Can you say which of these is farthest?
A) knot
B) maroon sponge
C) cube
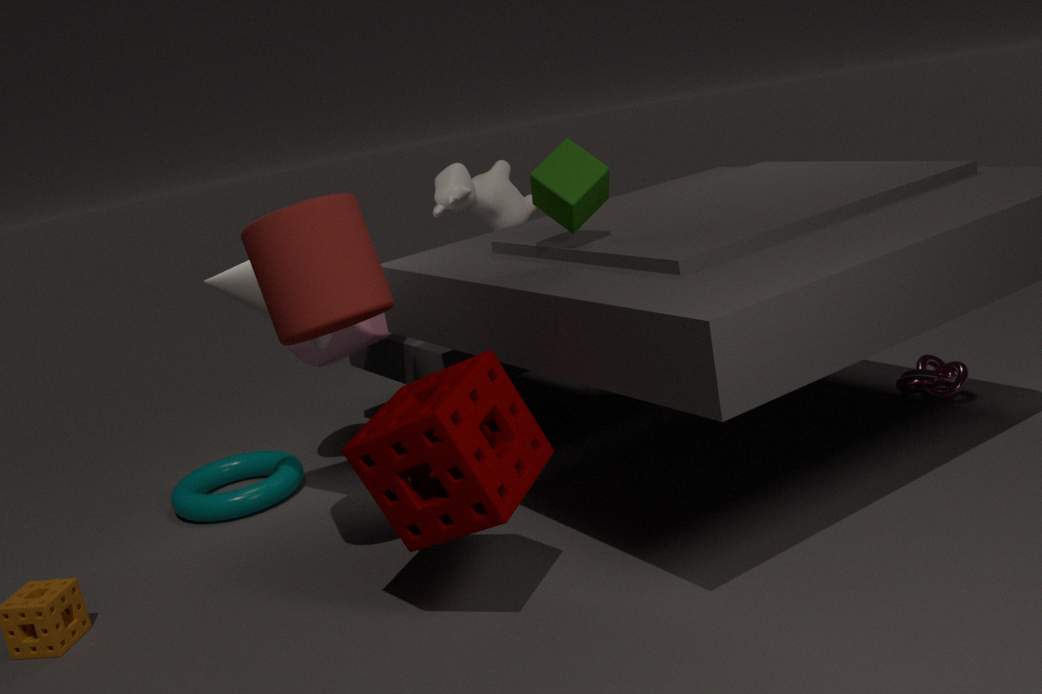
knot
